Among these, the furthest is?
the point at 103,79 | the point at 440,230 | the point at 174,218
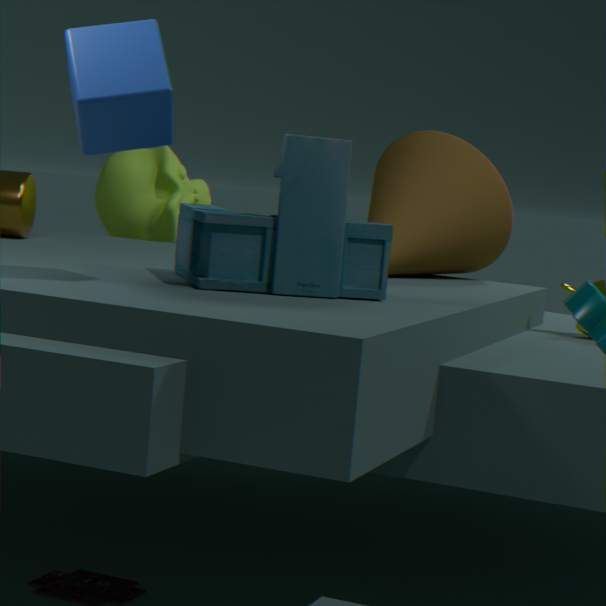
the point at 174,218
